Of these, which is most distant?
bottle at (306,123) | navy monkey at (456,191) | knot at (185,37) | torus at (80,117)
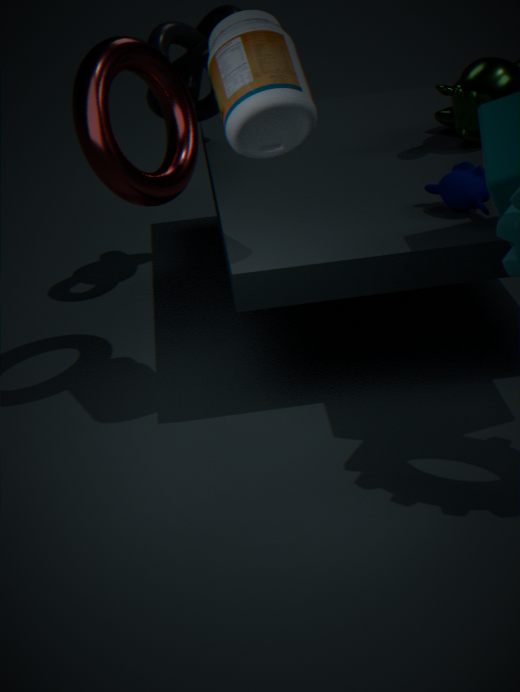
knot at (185,37)
